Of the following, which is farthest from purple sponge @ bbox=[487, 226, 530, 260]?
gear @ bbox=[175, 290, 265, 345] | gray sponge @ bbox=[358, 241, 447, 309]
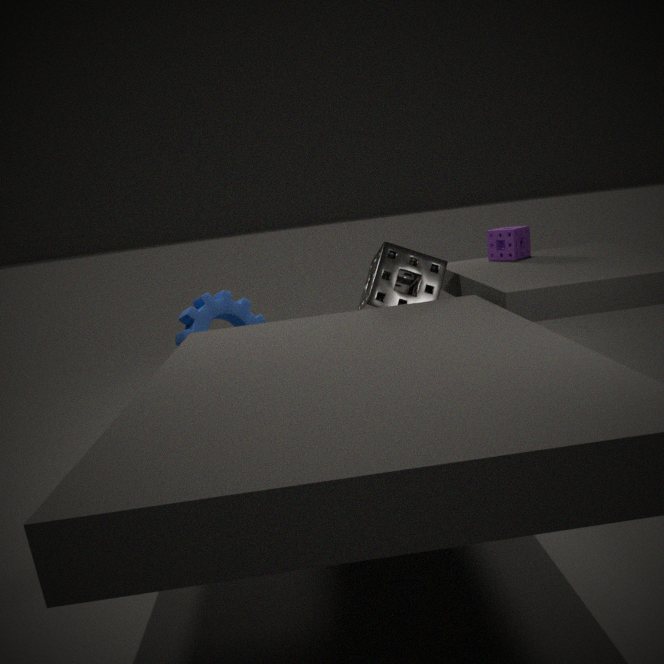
gear @ bbox=[175, 290, 265, 345]
